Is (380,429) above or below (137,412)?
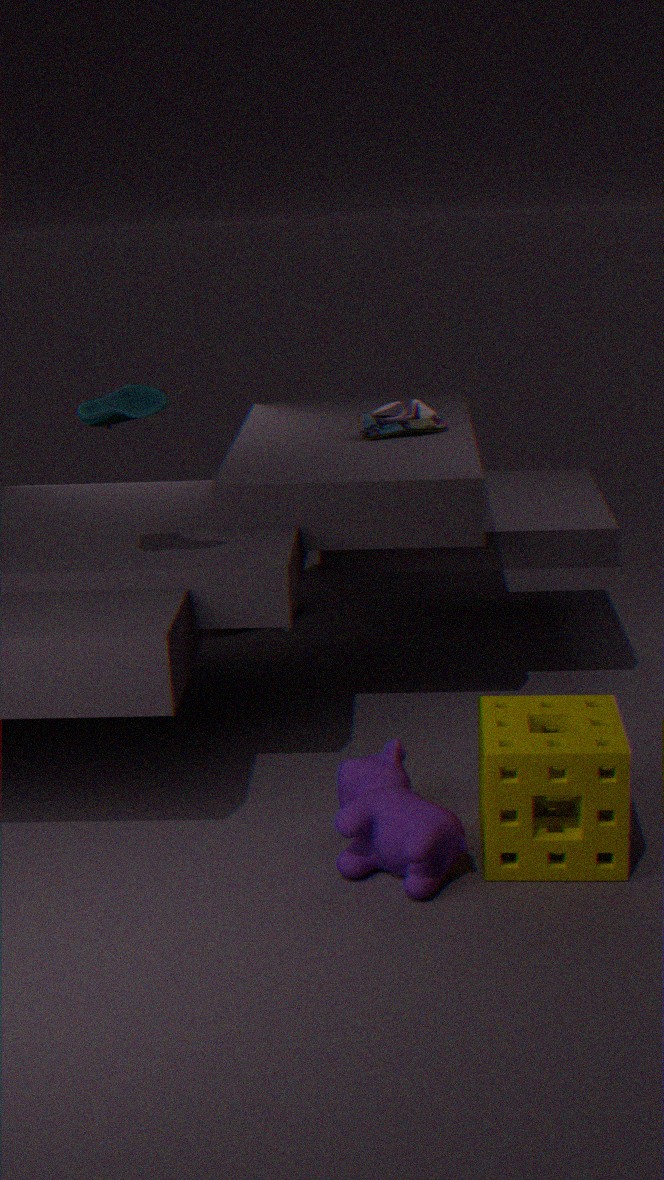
below
